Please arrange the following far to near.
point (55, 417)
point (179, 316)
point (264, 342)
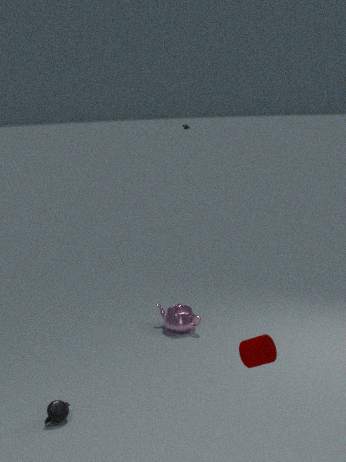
1. point (179, 316)
2. point (55, 417)
3. point (264, 342)
